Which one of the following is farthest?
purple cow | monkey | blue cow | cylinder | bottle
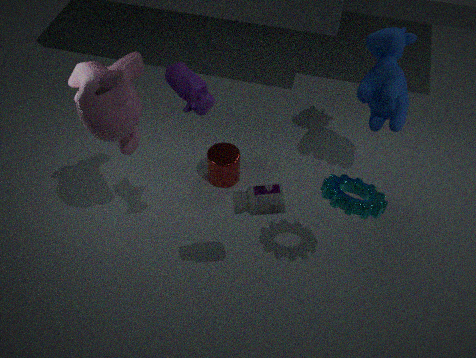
cylinder
